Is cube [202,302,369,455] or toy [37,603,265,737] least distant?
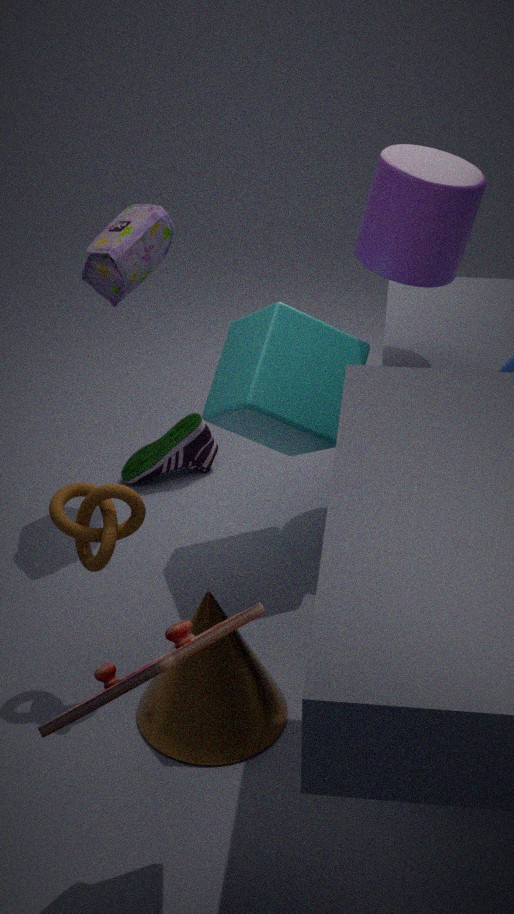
toy [37,603,265,737]
